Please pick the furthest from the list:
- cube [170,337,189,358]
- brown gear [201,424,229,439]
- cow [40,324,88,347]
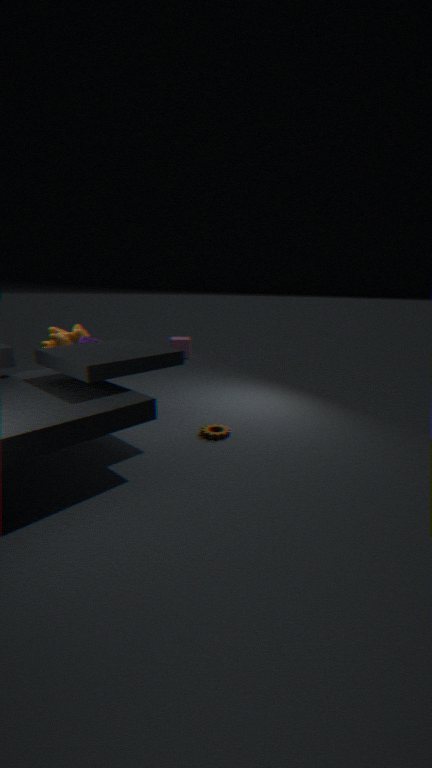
cube [170,337,189,358]
